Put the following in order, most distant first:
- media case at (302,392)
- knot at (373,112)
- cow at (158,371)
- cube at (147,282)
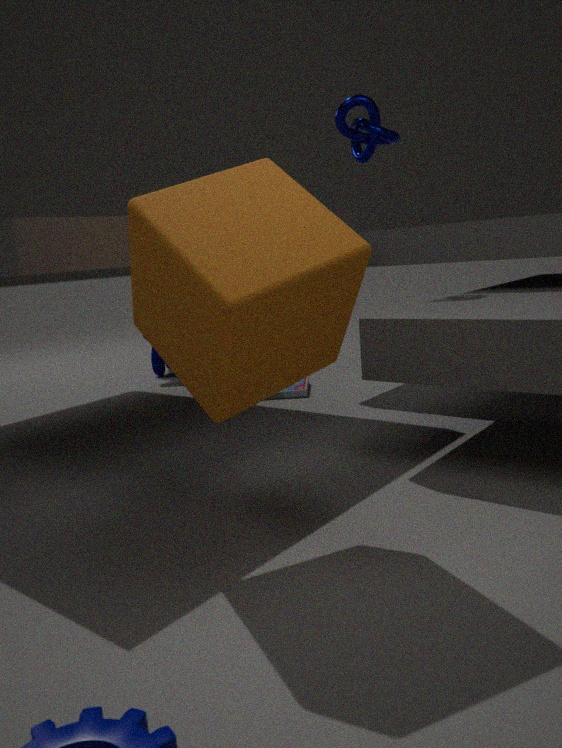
1. cow at (158,371)
2. media case at (302,392)
3. knot at (373,112)
4. cube at (147,282)
